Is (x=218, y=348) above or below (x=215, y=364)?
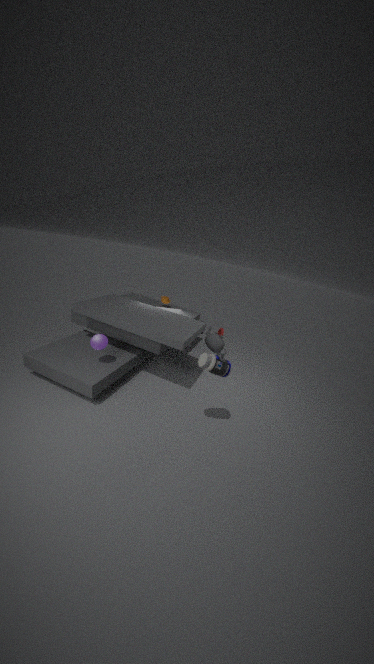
below
